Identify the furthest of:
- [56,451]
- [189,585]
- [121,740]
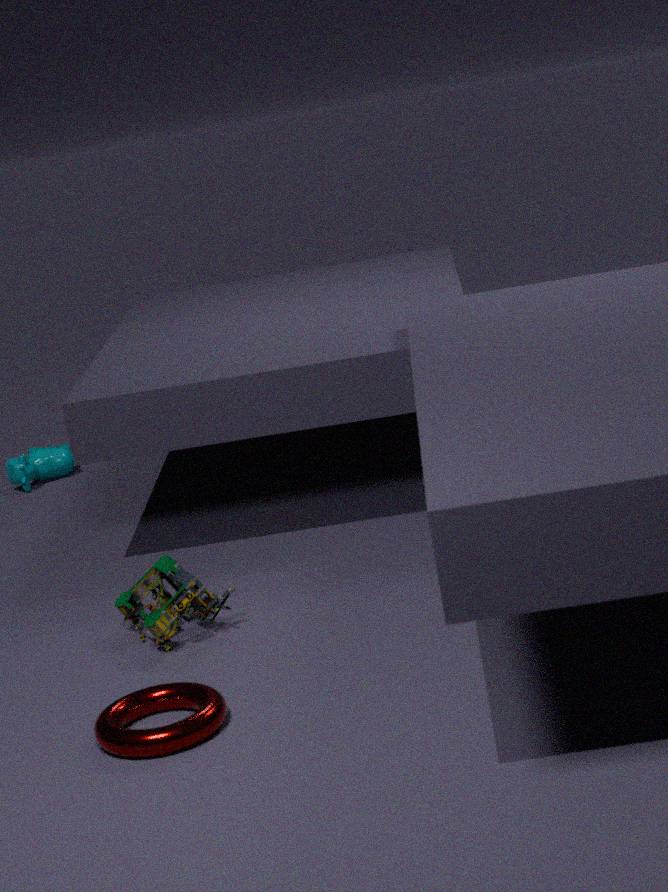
[56,451]
